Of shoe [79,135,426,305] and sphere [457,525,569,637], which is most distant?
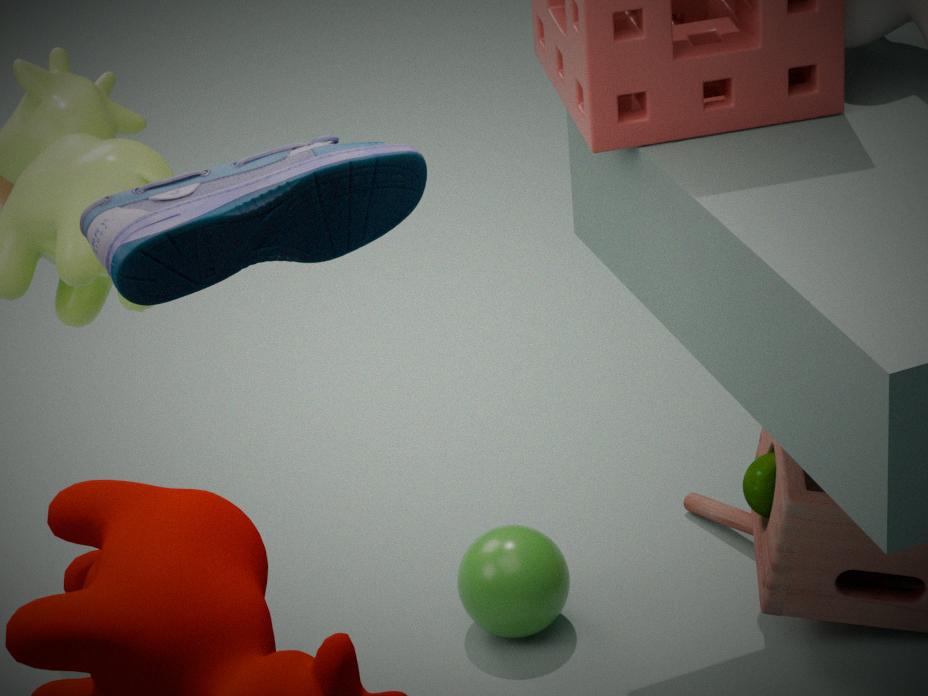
sphere [457,525,569,637]
